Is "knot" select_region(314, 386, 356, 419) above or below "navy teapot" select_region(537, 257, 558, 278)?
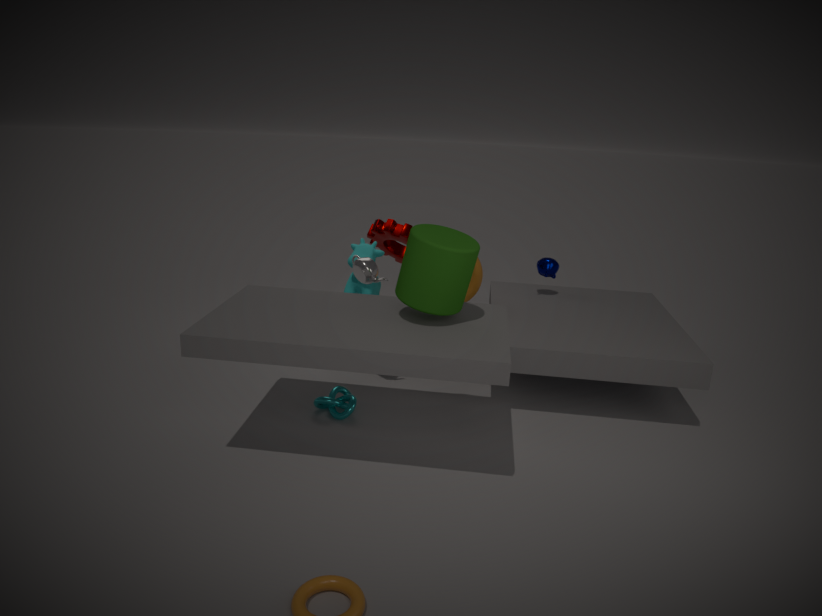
below
